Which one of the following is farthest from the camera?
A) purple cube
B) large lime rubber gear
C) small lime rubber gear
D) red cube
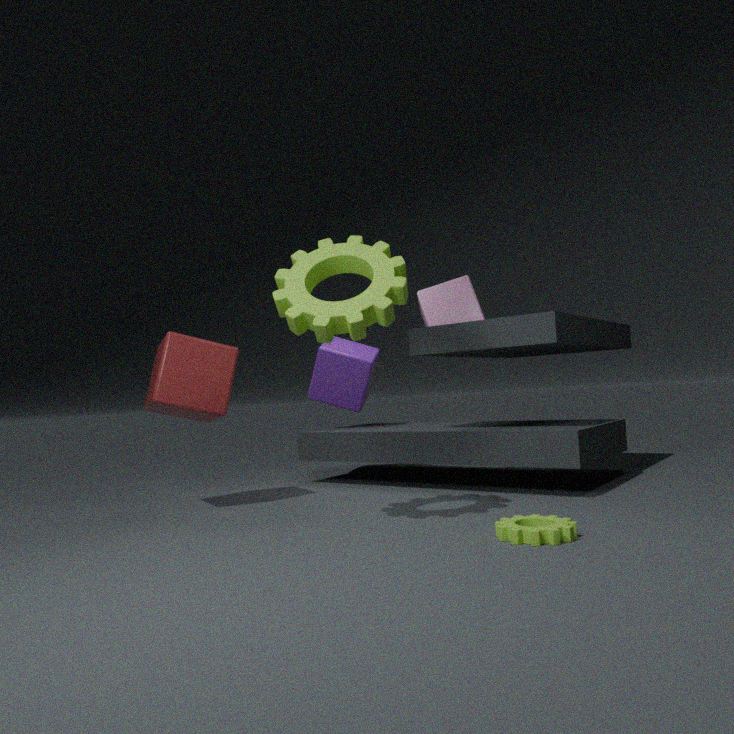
purple cube
